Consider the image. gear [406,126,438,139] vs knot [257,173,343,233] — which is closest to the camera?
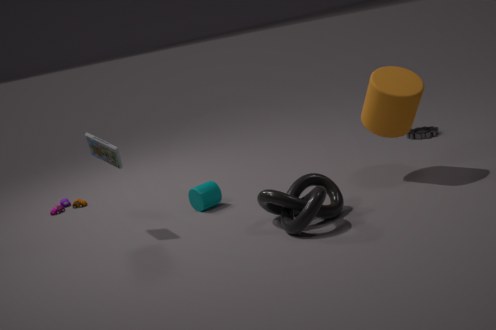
knot [257,173,343,233]
